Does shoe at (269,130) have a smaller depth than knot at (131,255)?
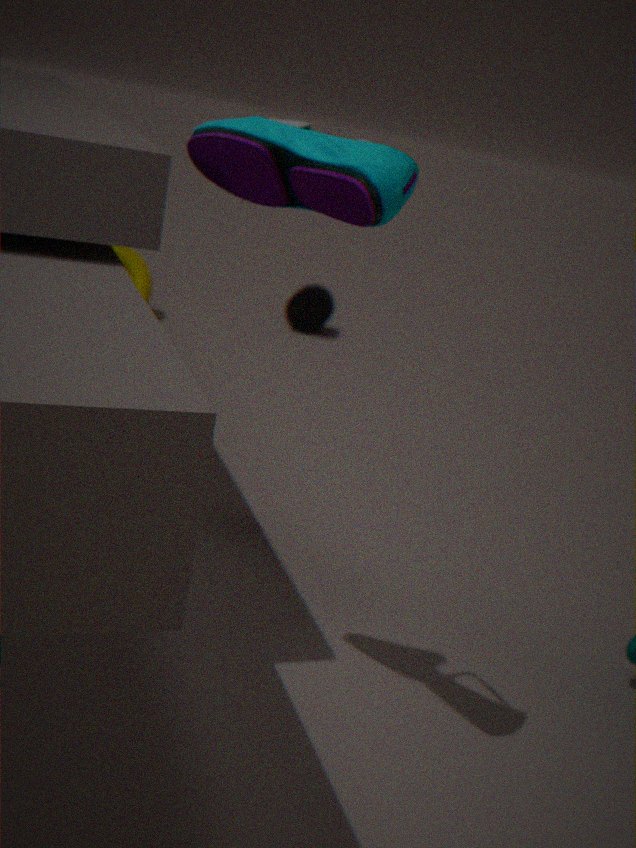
Yes
